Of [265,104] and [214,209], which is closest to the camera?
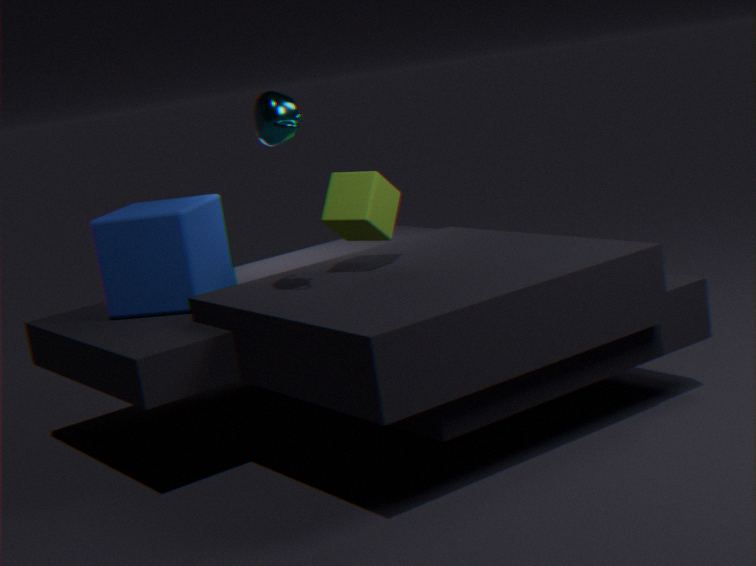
[265,104]
